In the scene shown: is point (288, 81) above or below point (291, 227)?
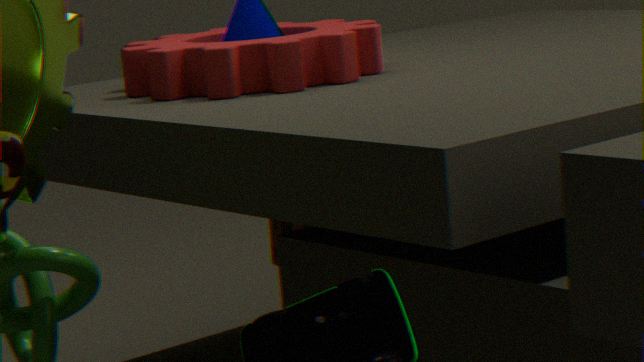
above
